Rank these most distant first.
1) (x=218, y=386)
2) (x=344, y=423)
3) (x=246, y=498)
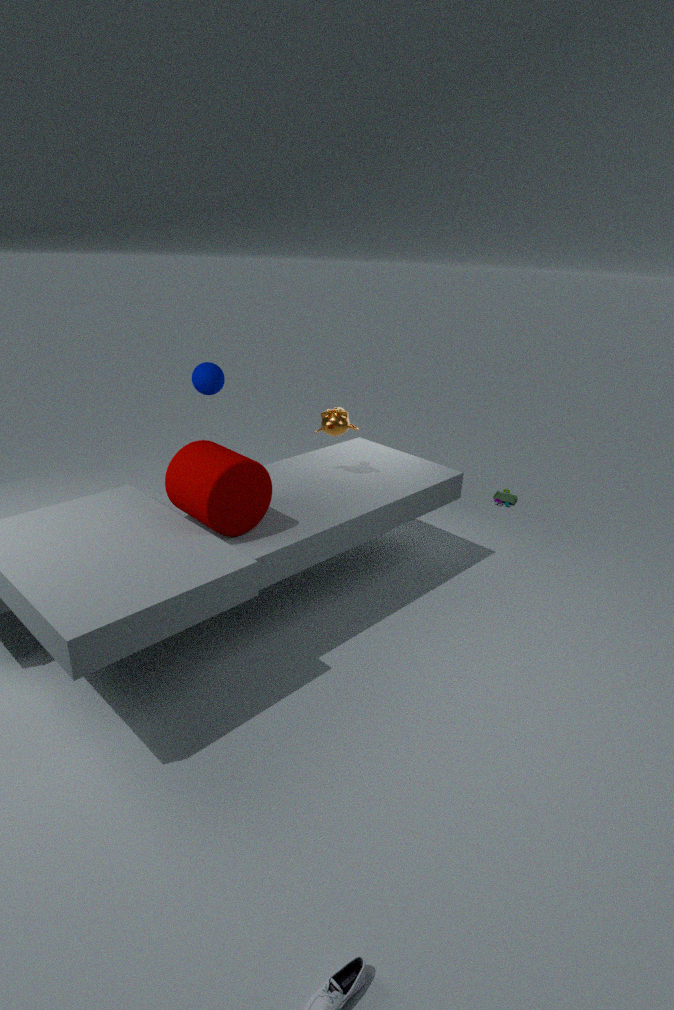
2. (x=344, y=423), 1. (x=218, y=386), 3. (x=246, y=498)
